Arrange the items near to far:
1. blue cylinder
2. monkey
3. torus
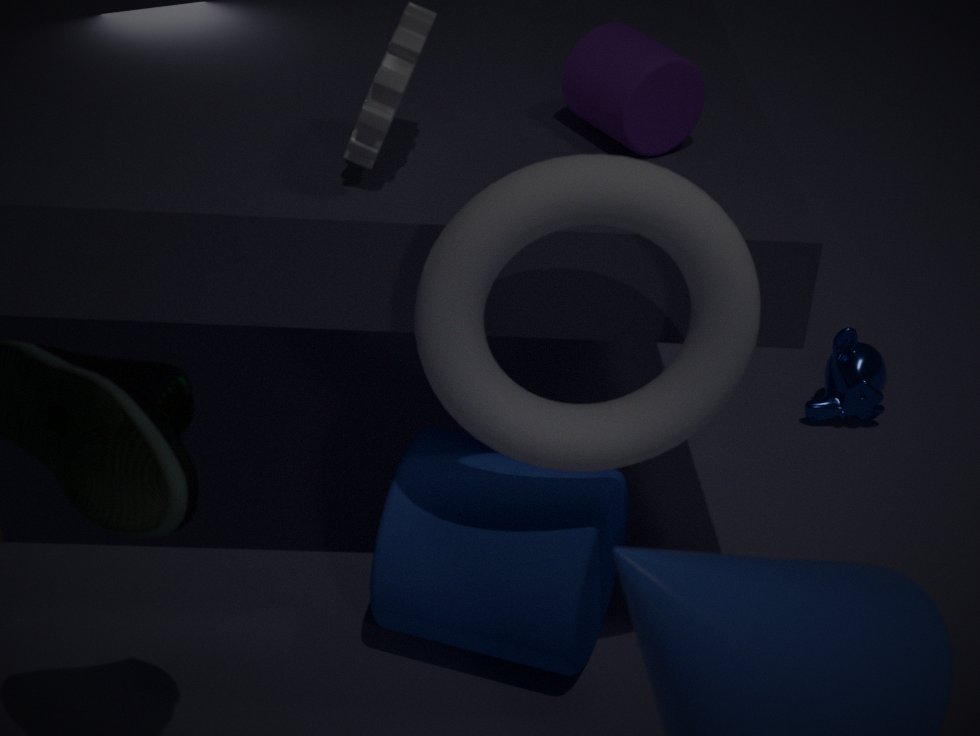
torus < blue cylinder < monkey
